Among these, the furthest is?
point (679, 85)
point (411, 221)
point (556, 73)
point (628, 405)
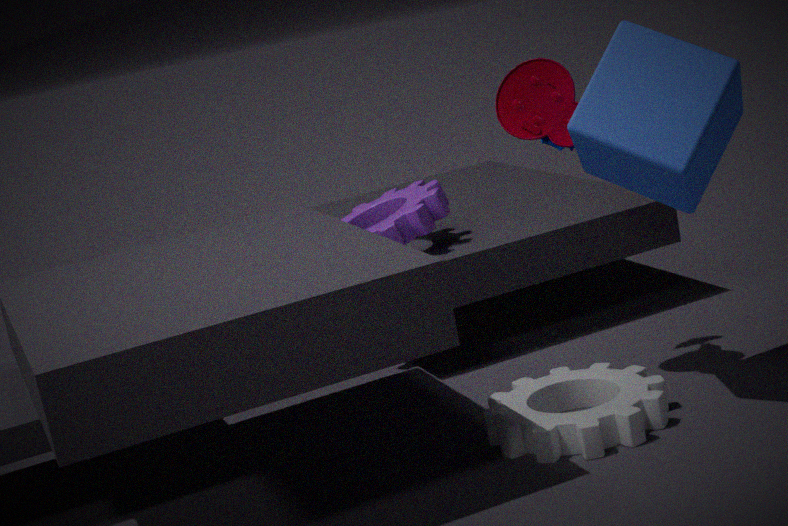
point (411, 221)
